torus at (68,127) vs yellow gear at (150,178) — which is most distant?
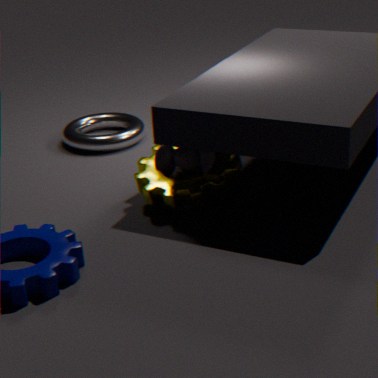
torus at (68,127)
